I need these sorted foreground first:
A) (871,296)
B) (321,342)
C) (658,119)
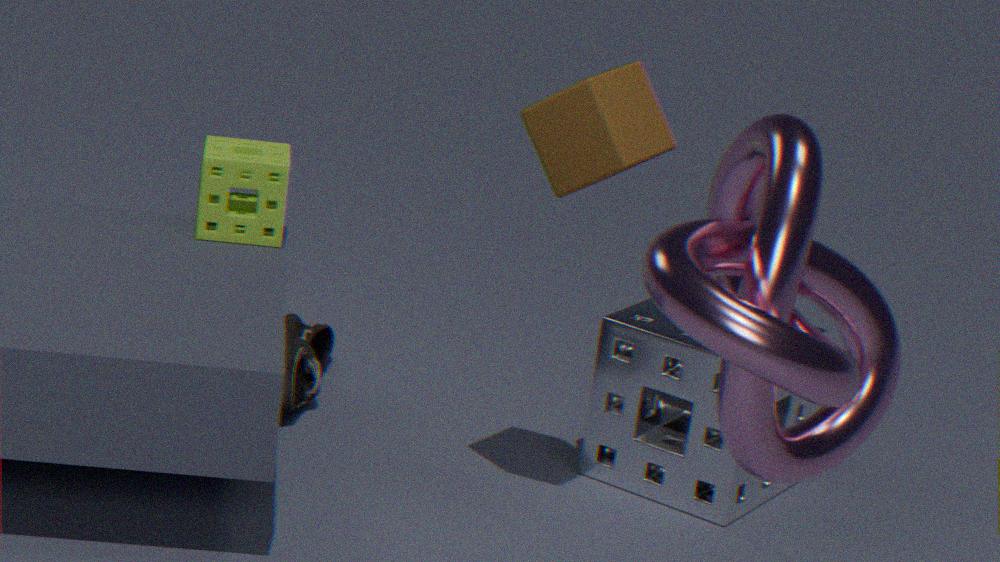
1. (871,296)
2. (658,119)
3. (321,342)
